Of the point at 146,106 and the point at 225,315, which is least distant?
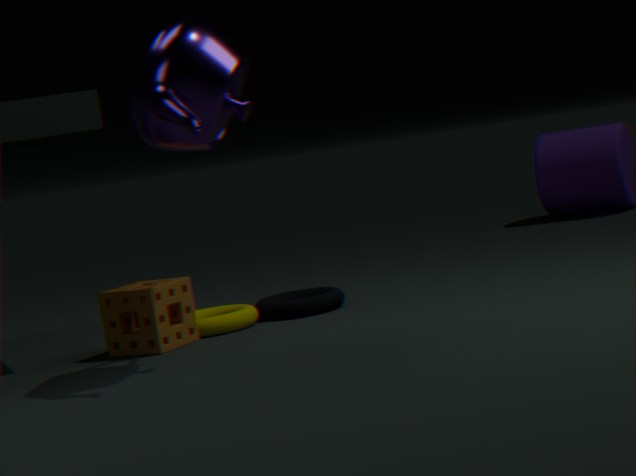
the point at 146,106
